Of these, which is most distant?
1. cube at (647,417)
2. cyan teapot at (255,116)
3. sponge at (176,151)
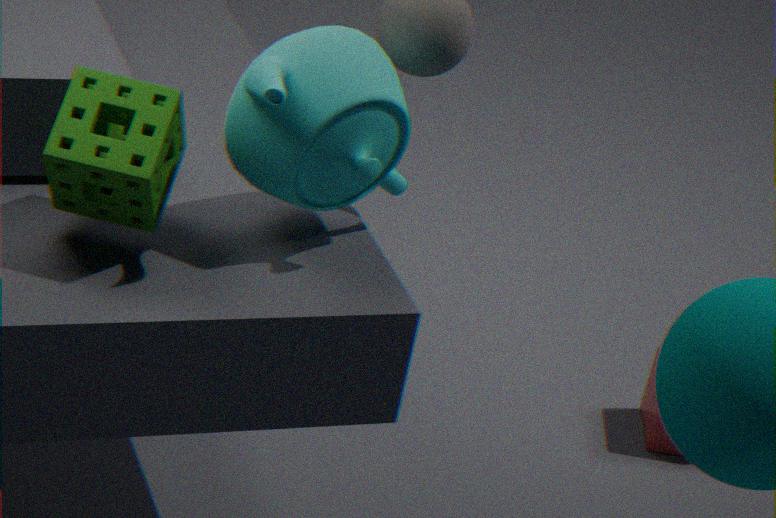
cube at (647,417)
